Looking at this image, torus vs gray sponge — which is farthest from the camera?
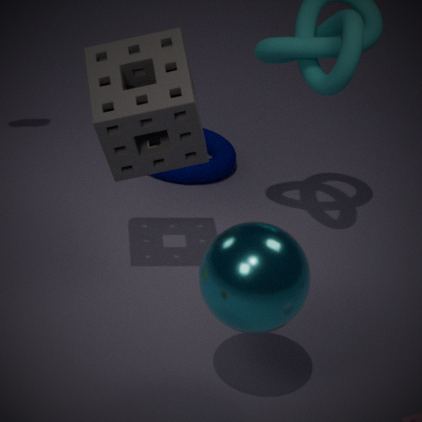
torus
